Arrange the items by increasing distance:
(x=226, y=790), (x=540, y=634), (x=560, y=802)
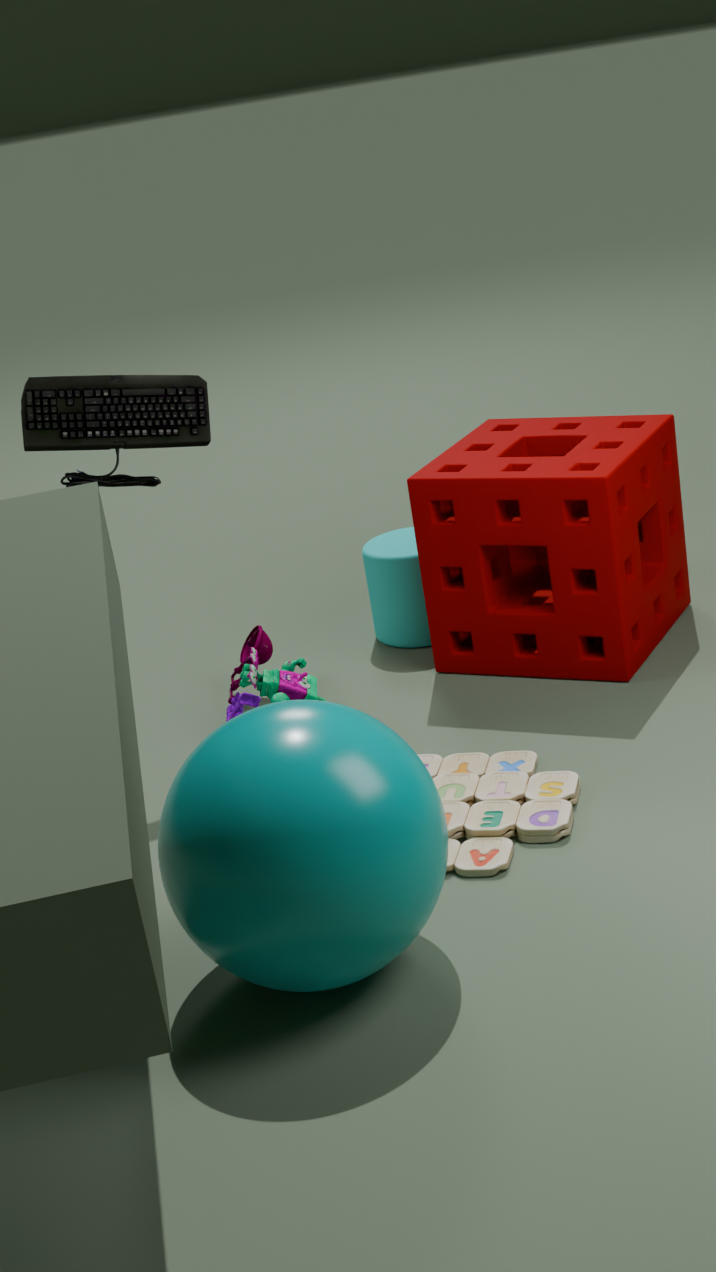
(x=226, y=790) → (x=560, y=802) → (x=540, y=634)
